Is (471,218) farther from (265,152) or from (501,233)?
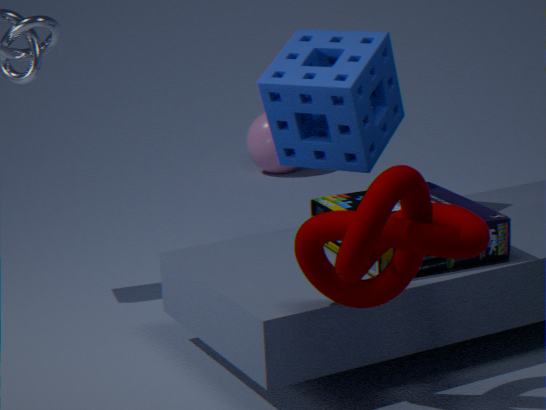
(265,152)
